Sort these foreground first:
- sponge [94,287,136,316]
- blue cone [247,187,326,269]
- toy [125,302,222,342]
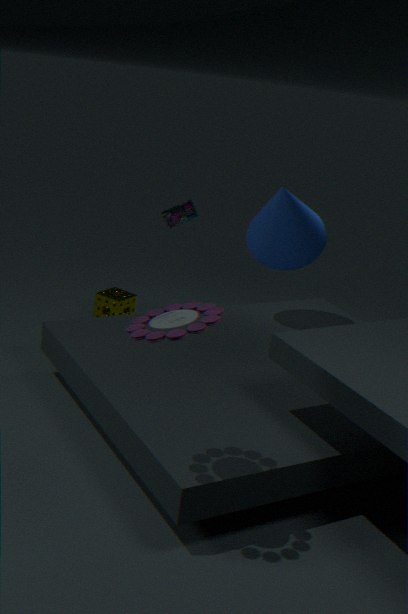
toy [125,302,222,342] < blue cone [247,187,326,269] < sponge [94,287,136,316]
